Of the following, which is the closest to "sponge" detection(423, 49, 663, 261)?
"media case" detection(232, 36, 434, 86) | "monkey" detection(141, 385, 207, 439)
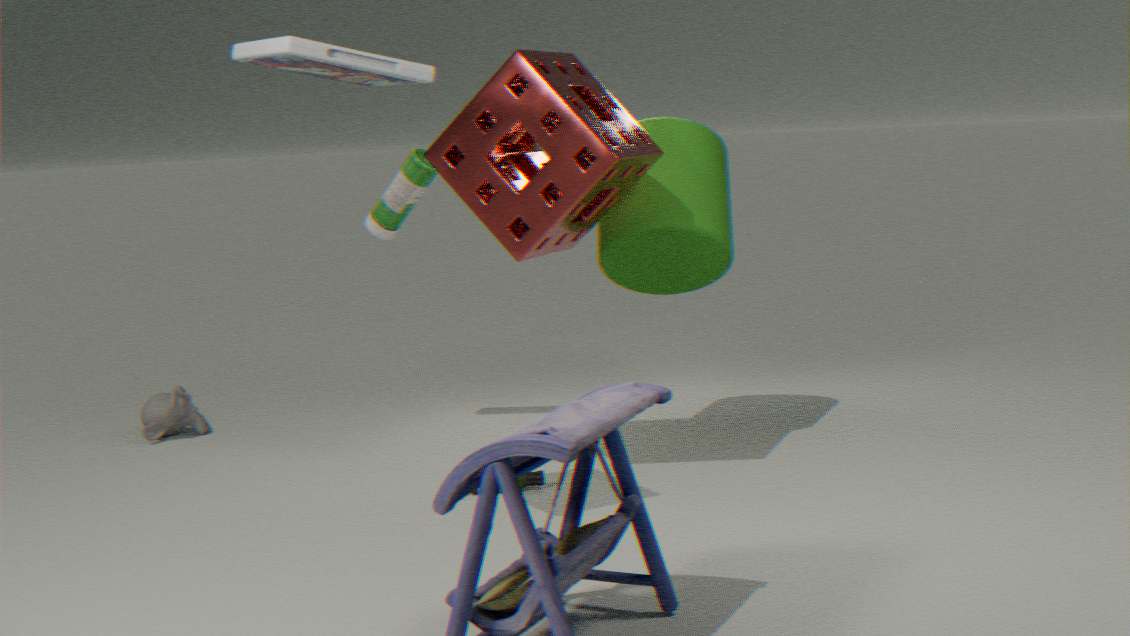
"media case" detection(232, 36, 434, 86)
